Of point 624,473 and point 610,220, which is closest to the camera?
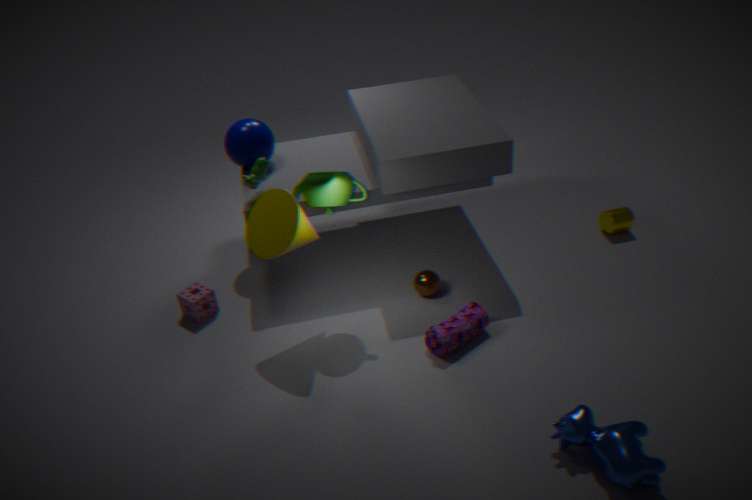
point 624,473
